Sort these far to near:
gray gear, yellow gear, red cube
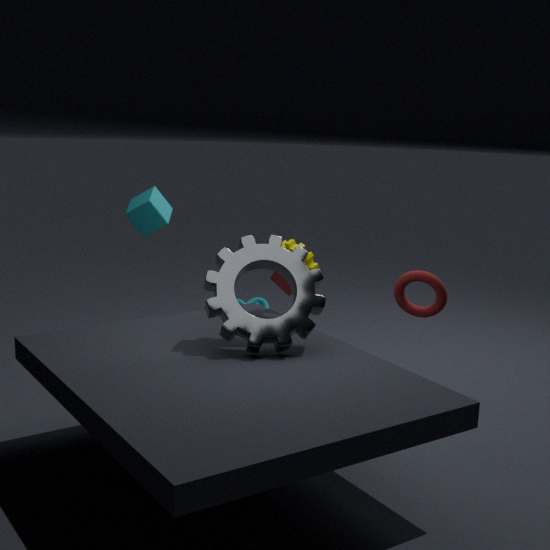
red cube → yellow gear → gray gear
